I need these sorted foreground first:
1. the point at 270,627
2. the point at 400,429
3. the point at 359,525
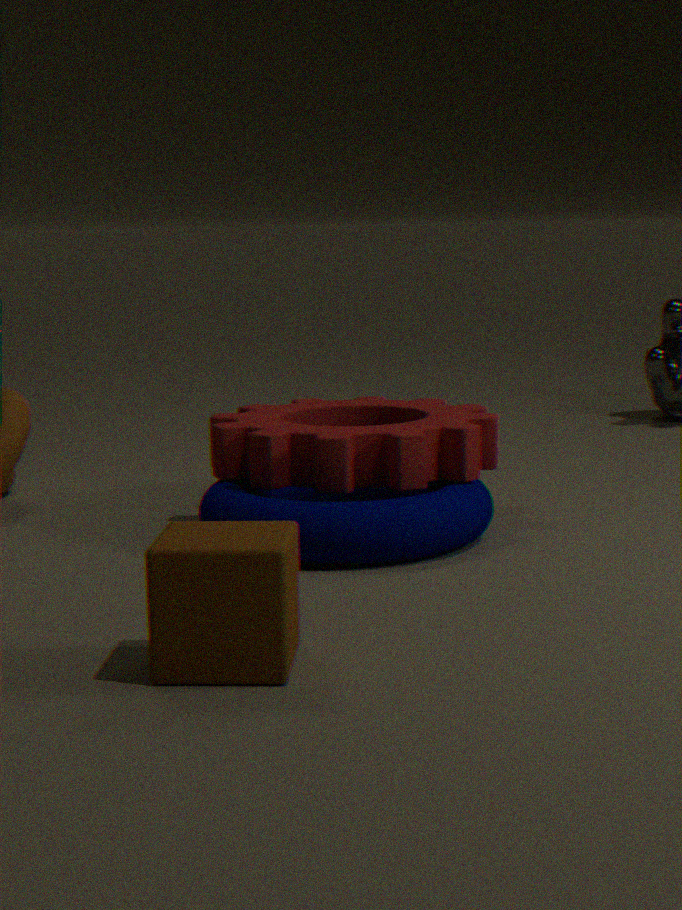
the point at 270,627, the point at 359,525, the point at 400,429
